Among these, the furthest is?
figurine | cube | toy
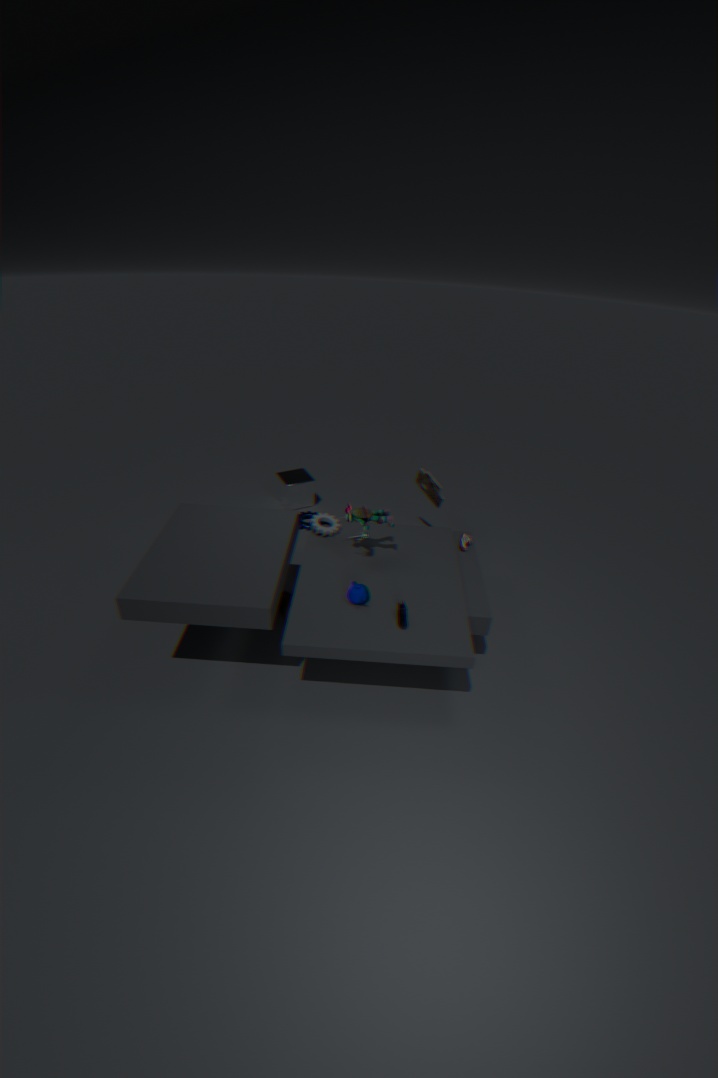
cube
